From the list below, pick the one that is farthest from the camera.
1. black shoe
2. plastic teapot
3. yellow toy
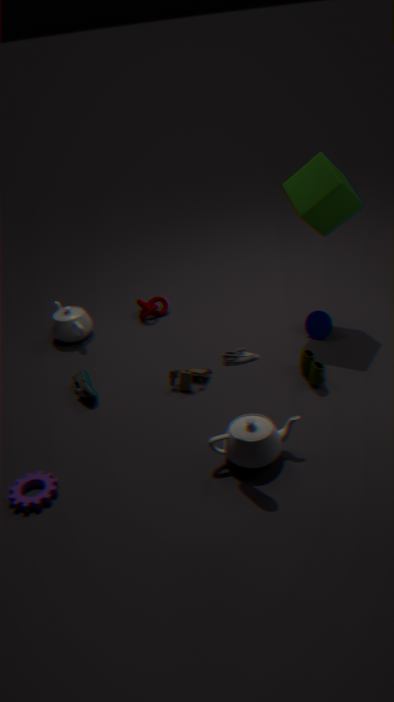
plastic teapot
